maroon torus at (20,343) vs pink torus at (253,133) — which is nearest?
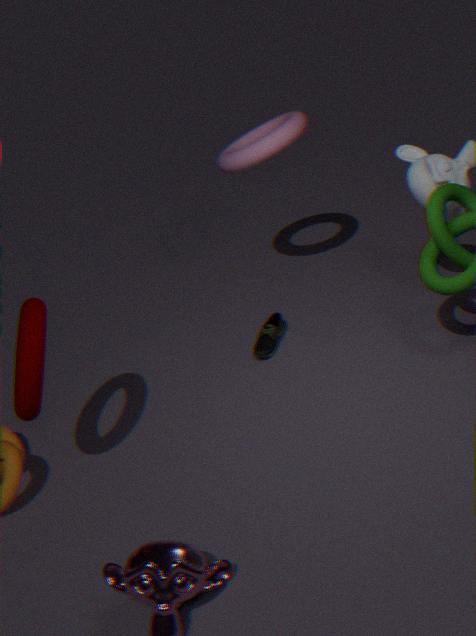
maroon torus at (20,343)
